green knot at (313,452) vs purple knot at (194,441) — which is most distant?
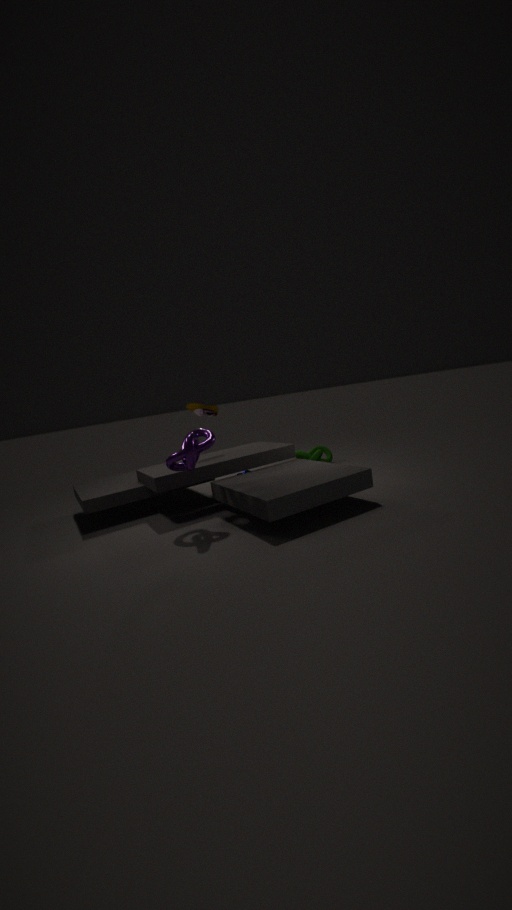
green knot at (313,452)
